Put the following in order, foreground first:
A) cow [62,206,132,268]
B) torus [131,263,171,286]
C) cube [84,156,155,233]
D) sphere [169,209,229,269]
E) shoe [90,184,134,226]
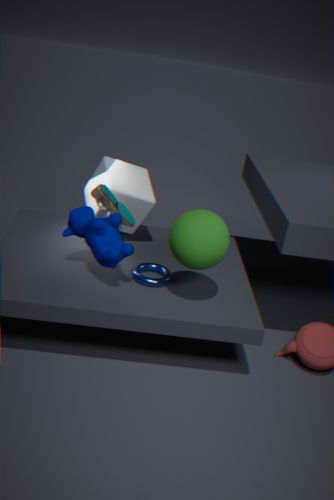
sphere [169,209,229,269] < cow [62,206,132,268] < shoe [90,184,134,226] < torus [131,263,171,286] < cube [84,156,155,233]
